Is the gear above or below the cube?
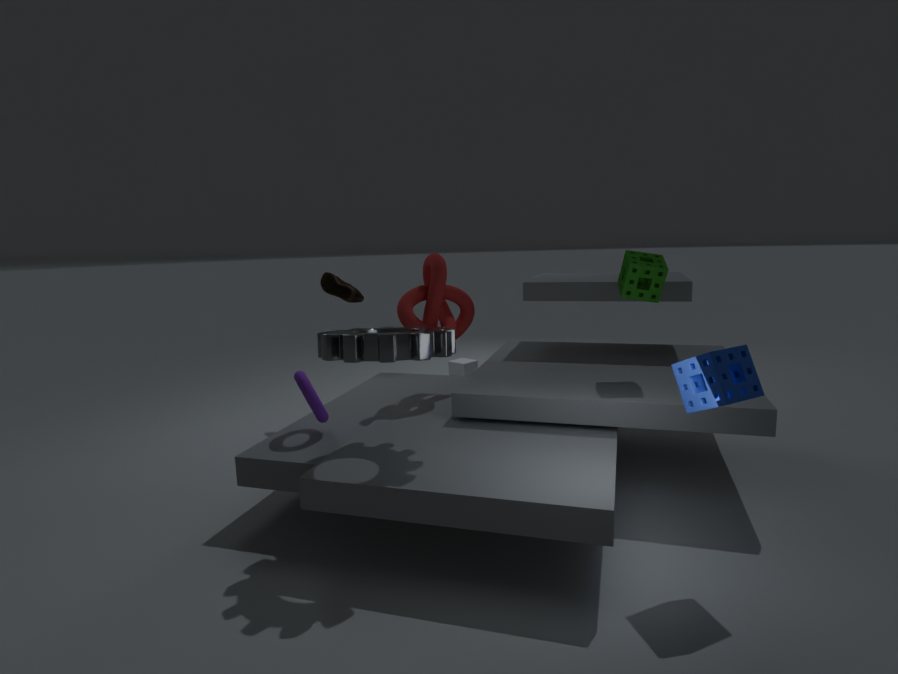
above
